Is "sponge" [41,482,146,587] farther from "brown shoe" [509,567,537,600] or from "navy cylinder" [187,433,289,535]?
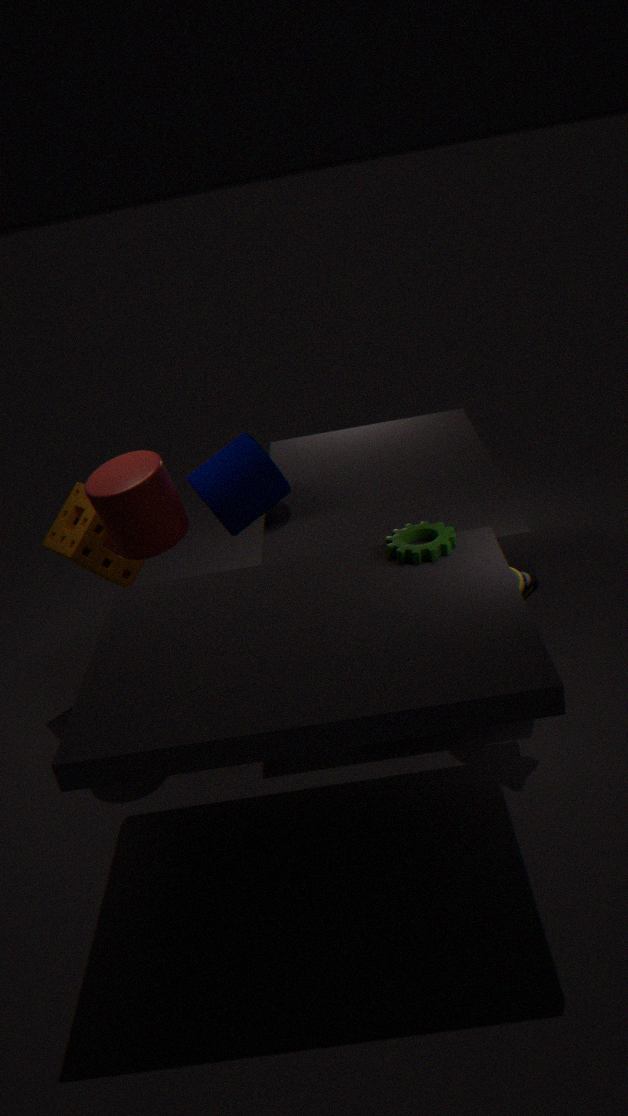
"brown shoe" [509,567,537,600]
